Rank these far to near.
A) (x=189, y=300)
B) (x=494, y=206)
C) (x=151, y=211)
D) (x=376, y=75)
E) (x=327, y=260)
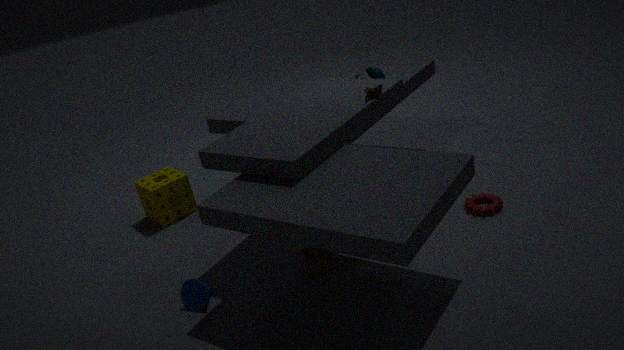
(x=151, y=211) → (x=376, y=75) → (x=494, y=206) → (x=327, y=260) → (x=189, y=300)
